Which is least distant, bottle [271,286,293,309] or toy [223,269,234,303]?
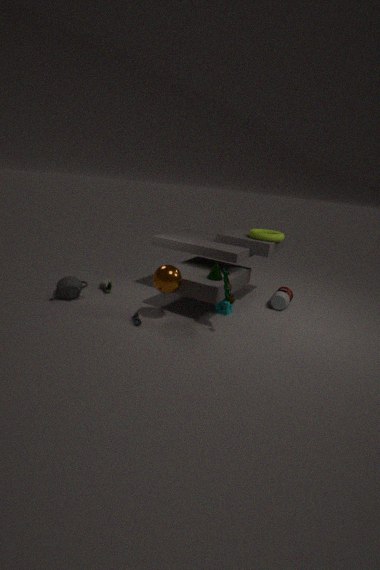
toy [223,269,234,303]
